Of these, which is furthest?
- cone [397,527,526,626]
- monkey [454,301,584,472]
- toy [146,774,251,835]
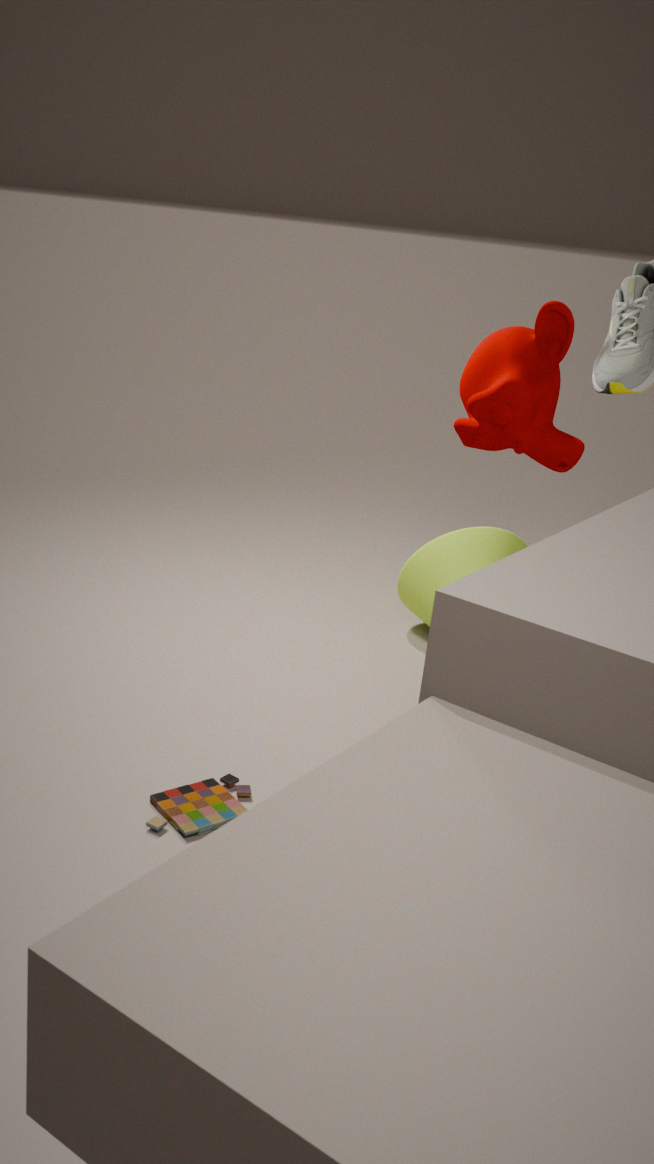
cone [397,527,526,626]
